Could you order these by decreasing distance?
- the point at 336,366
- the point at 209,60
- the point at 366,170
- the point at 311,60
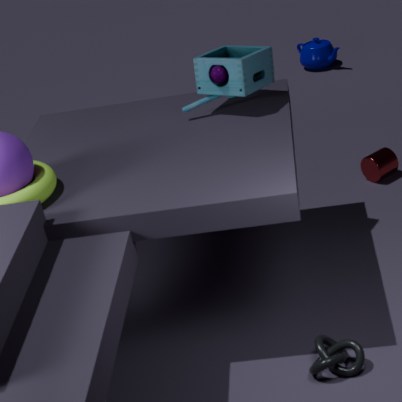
the point at 311,60
the point at 366,170
the point at 209,60
the point at 336,366
